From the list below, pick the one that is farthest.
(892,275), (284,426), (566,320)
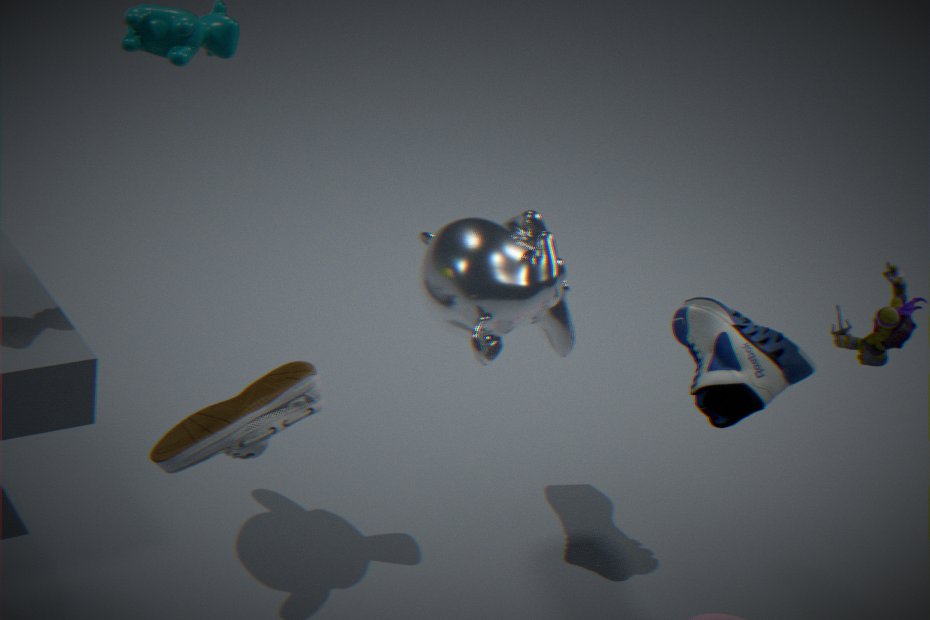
(566,320)
